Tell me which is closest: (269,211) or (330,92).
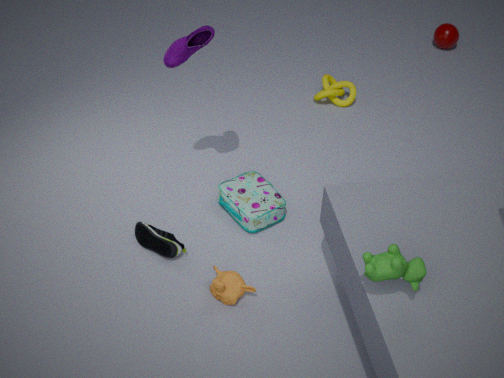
(269,211)
